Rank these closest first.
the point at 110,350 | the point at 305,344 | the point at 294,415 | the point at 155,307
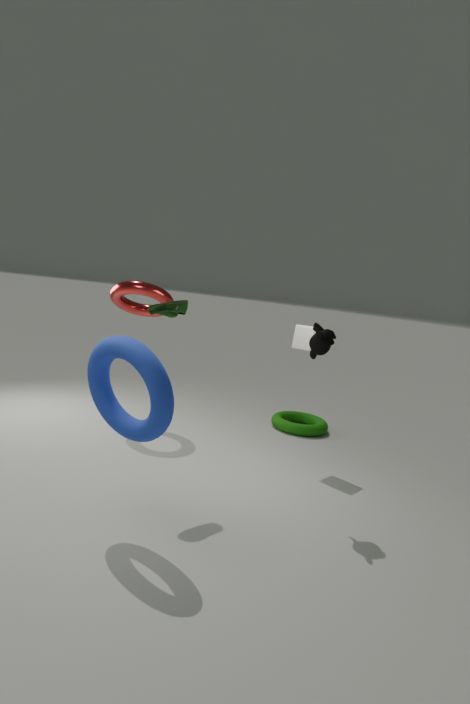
the point at 110,350, the point at 155,307, the point at 305,344, the point at 294,415
